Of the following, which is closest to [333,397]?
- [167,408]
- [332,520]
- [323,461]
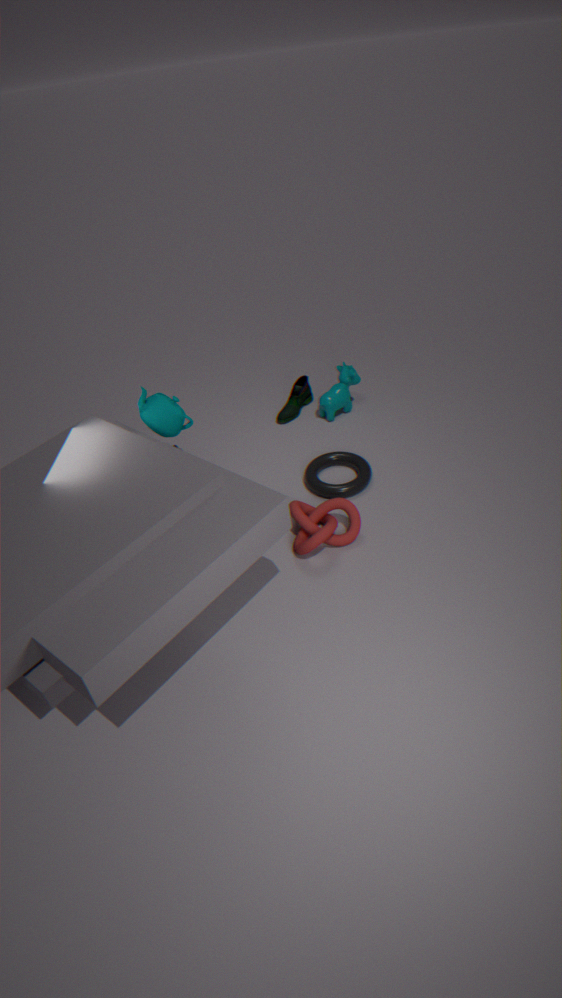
[323,461]
